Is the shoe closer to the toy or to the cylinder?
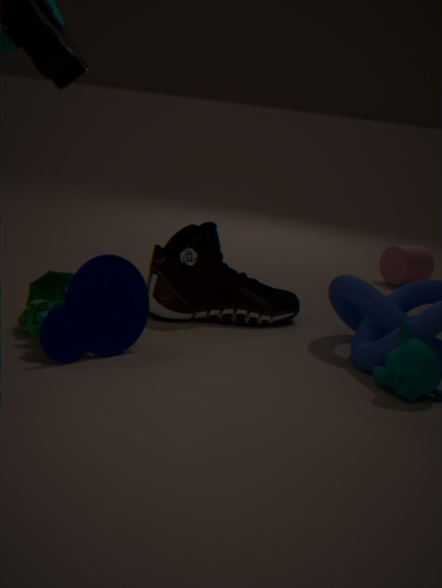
the toy
